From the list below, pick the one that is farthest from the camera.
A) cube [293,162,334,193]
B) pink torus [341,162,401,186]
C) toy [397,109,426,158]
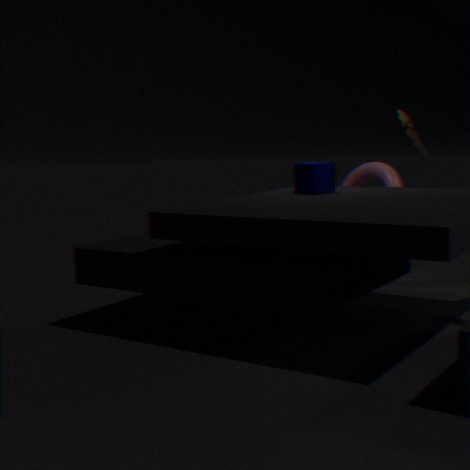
pink torus [341,162,401,186]
